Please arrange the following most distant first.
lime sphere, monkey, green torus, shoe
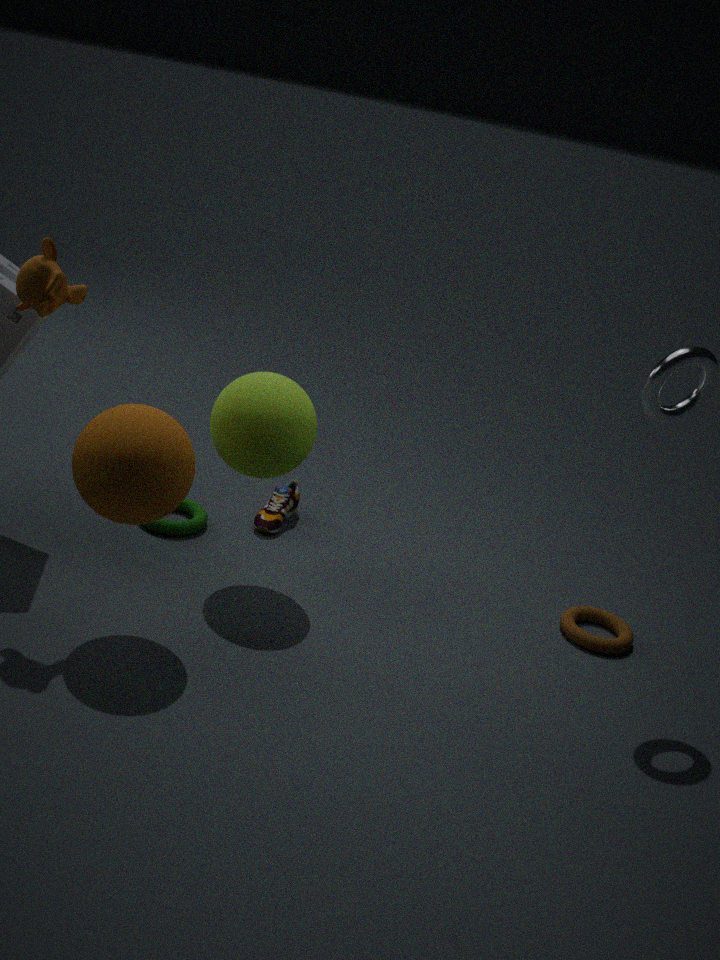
shoe, green torus, lime sphere, monkey
